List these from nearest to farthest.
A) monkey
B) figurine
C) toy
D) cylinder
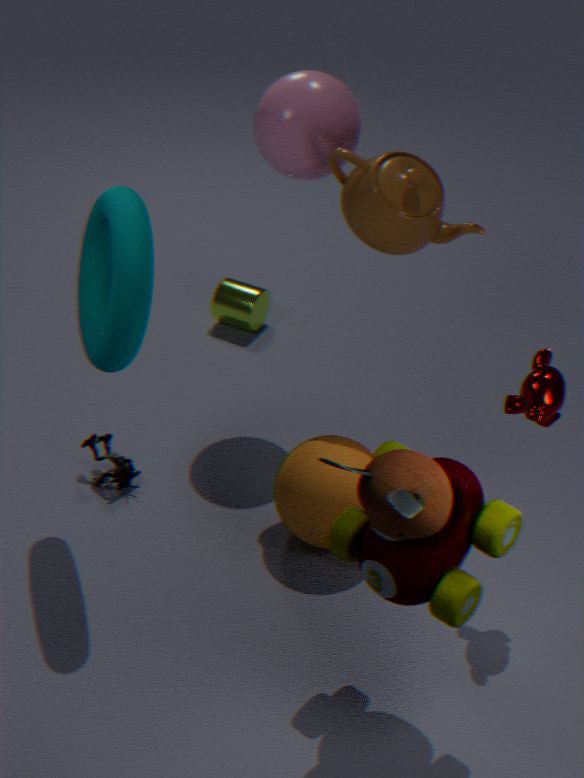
1. toy
2. monkey
3. figurine
4. cylinder
